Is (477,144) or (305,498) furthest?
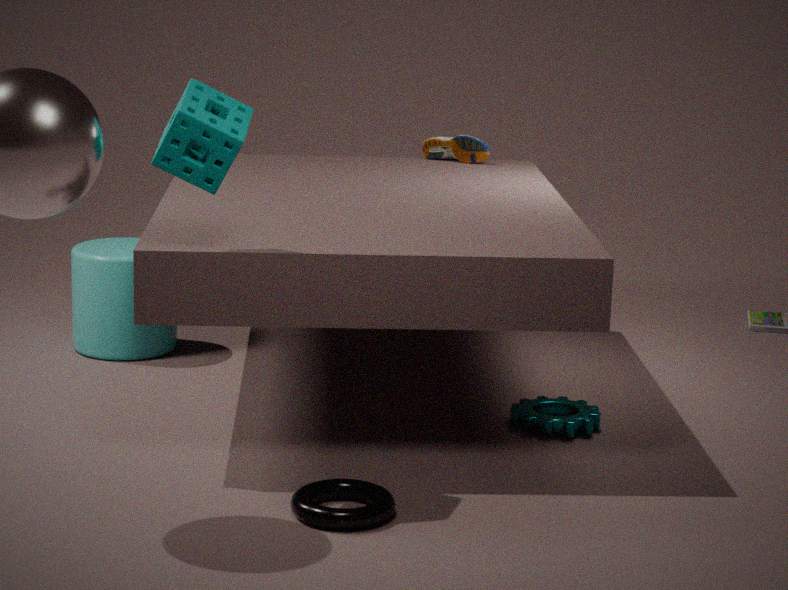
(477,144)
